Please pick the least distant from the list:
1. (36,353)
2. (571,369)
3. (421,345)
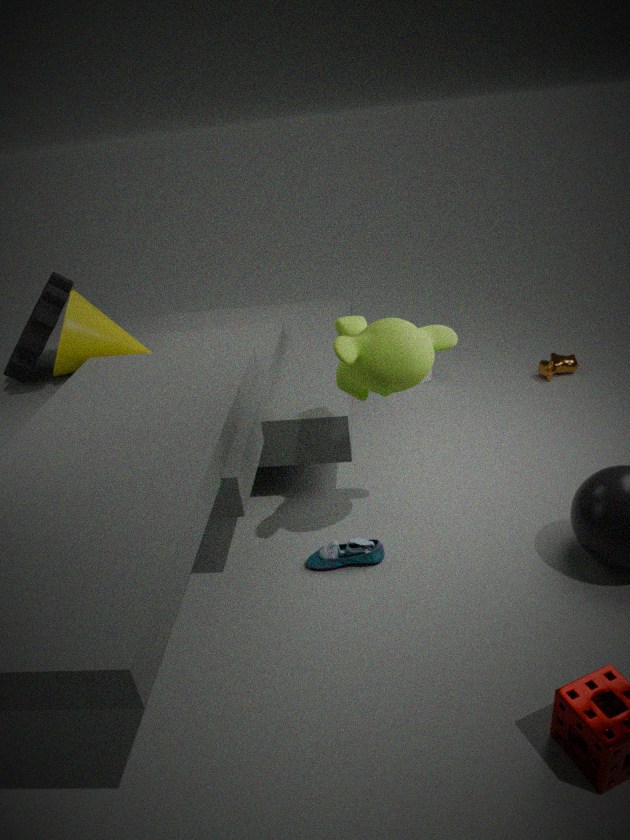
(421,345)
